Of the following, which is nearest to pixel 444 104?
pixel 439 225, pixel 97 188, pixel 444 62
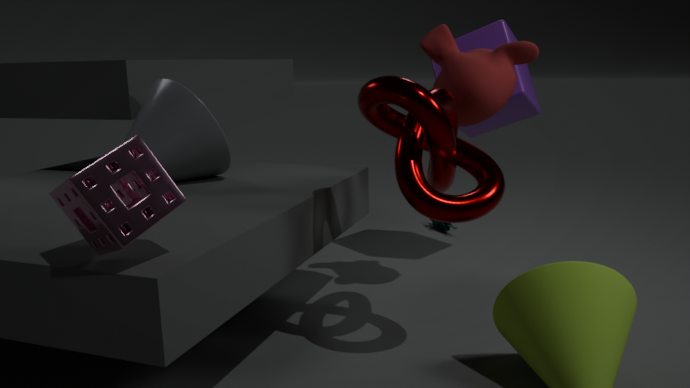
pixel 444 62
